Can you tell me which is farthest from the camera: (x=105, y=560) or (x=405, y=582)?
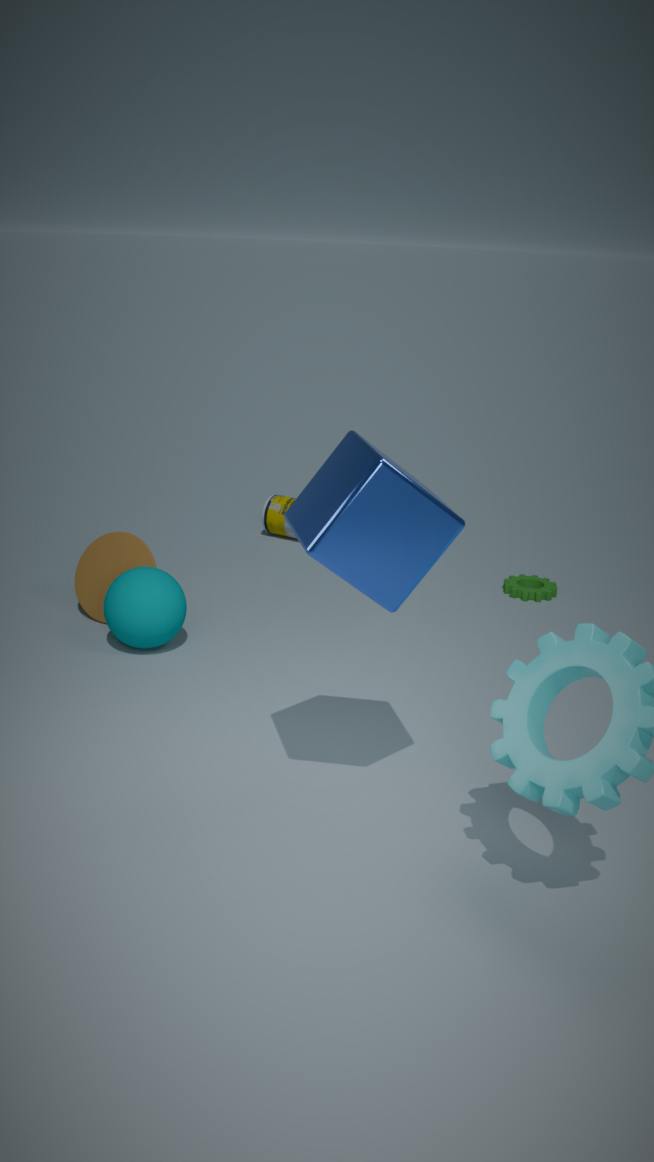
(x=105, y=560)
